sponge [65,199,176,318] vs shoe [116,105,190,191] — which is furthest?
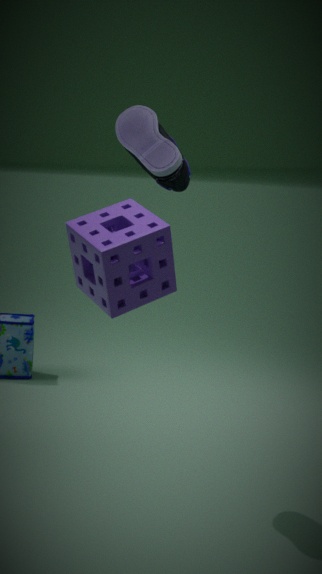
shoe [116,105,190,191]
